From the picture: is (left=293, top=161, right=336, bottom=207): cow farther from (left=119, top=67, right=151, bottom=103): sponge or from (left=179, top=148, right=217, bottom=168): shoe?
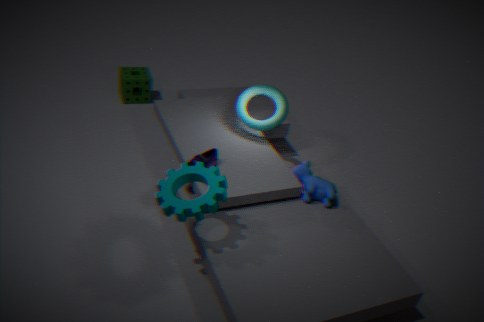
(left=119, top=67, right=151, bottom=103): sponge
